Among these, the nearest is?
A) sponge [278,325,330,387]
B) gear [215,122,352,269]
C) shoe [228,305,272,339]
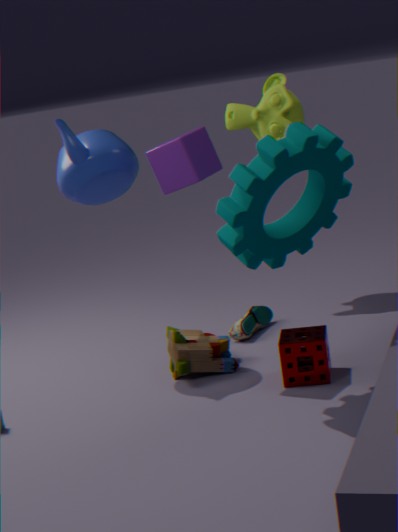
gear [215,122,352,269]
